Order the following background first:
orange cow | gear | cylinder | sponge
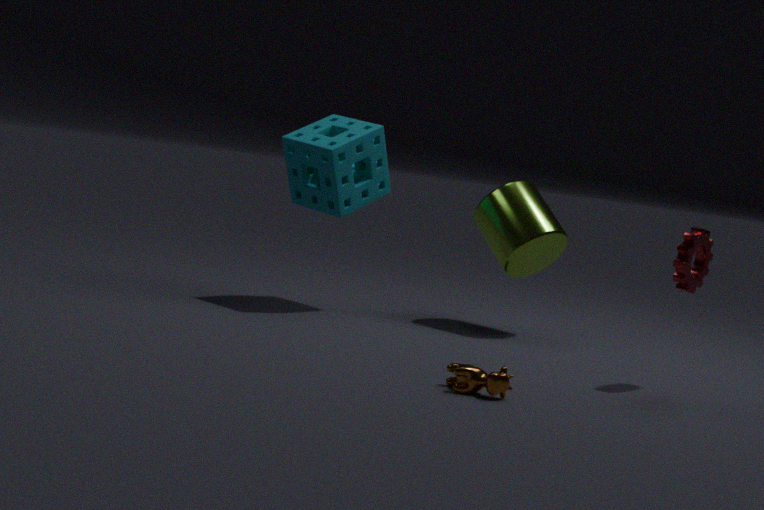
cylinder → sponge → gear → orange cow
